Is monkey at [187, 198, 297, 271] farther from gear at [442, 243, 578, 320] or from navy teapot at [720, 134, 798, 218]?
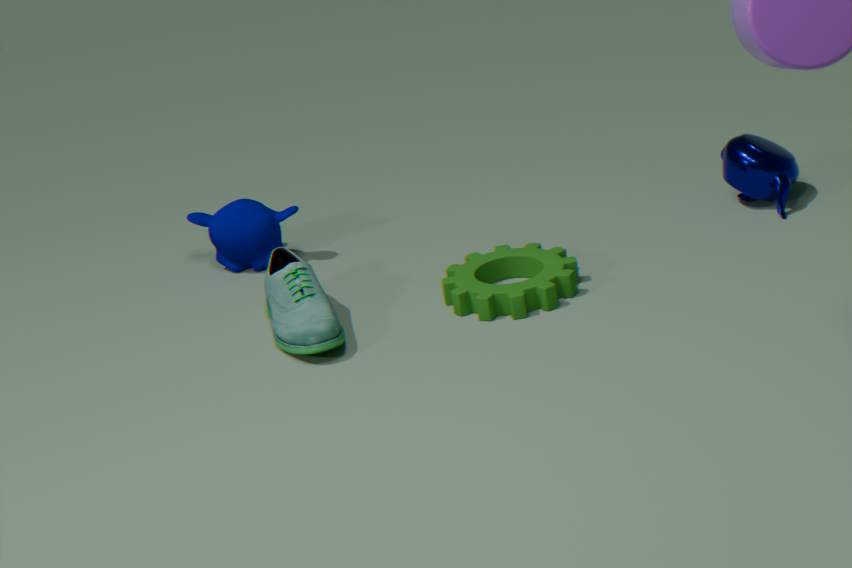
navy teapot at [720, 134, 798, 218]
